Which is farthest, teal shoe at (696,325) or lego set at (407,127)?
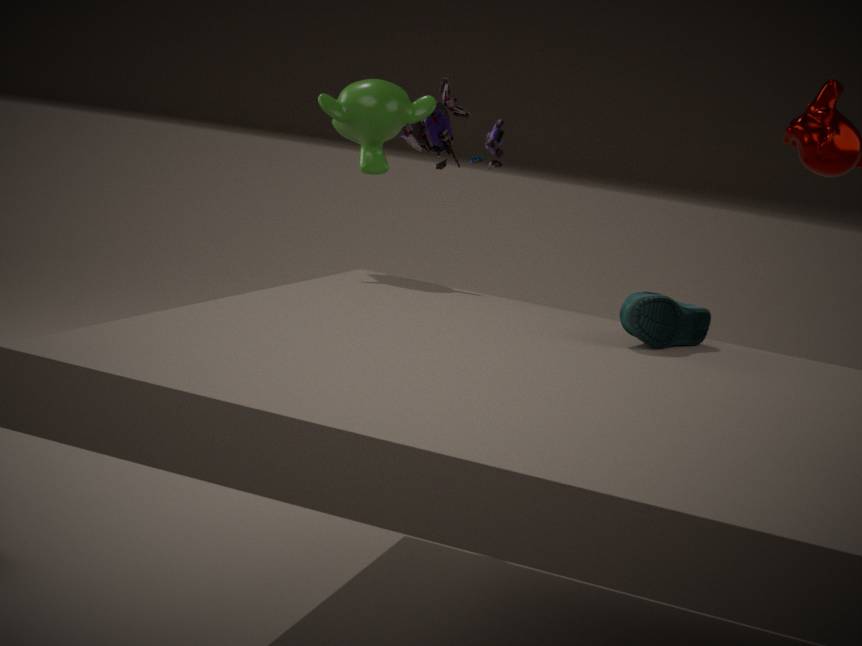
lego set at (407,127)
